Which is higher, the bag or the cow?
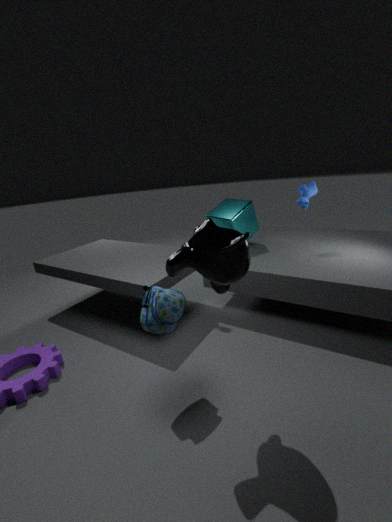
the cow
